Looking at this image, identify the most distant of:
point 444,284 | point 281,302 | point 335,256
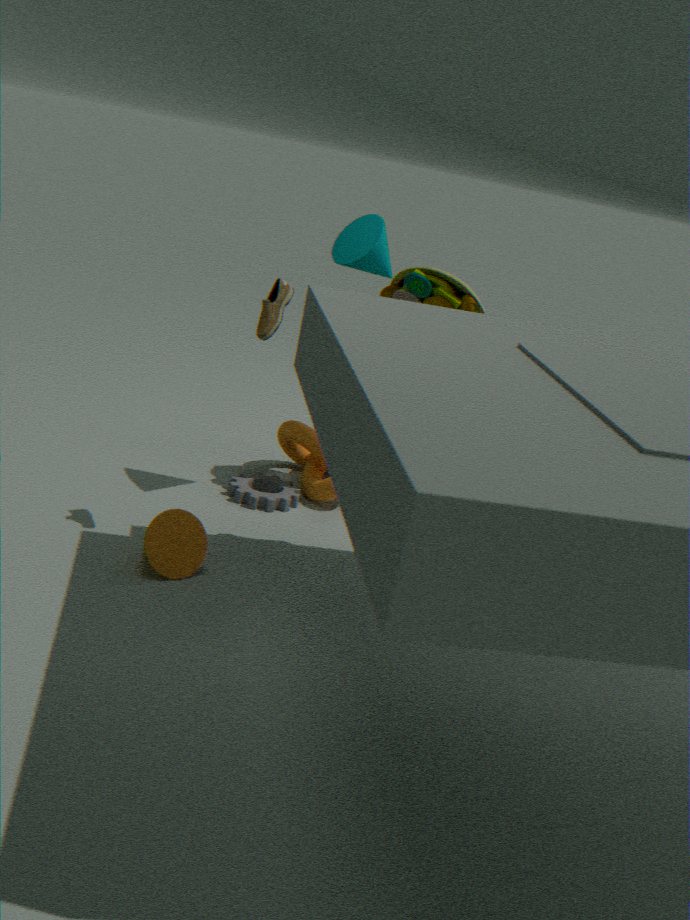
point 444,284
